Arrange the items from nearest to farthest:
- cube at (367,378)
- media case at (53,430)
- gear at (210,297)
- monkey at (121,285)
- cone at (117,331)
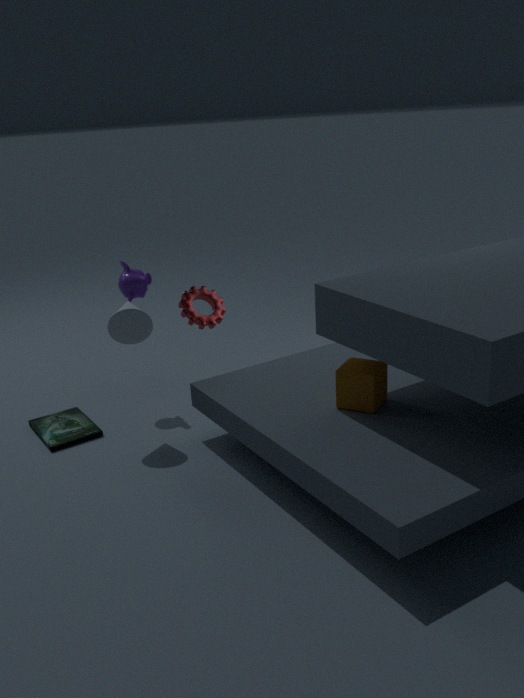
cube at (367,378)
cone at (117,331)
media case at (53,430)
monkey at (121,285)
gear at (210,297)
